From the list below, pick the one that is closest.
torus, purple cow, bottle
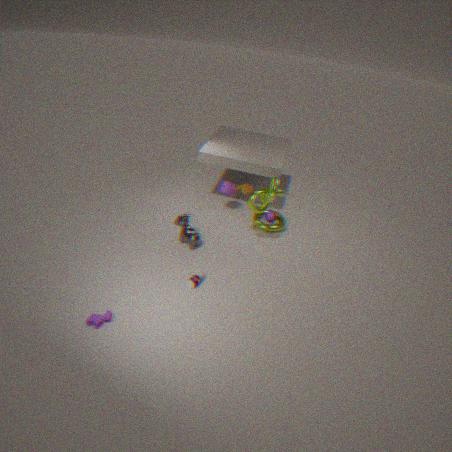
purple cow
